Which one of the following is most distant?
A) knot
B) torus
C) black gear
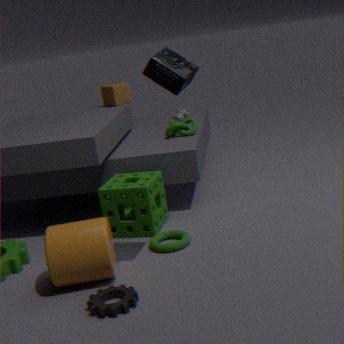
knot
